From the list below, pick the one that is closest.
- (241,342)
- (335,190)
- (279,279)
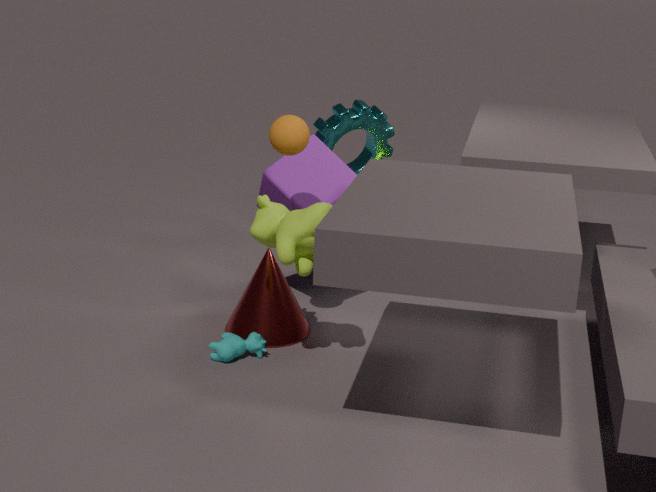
(241,342)
